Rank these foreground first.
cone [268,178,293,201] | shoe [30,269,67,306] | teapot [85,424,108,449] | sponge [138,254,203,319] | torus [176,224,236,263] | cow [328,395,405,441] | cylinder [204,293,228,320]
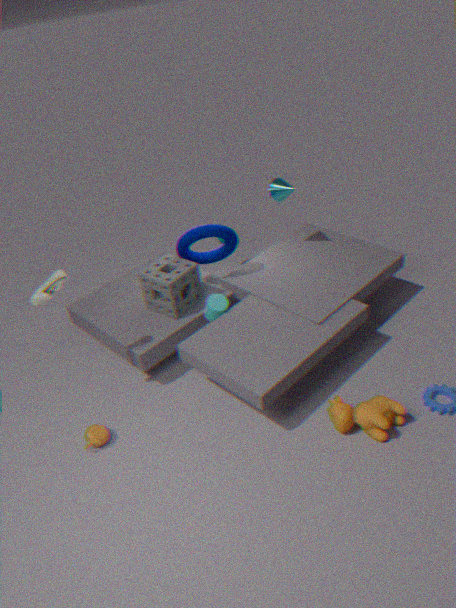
1. cow [328,395,405,441]
2. shoe [30,269,67,306]
3. teapot [85,424,108,449]
4. cylinder [204,293,228,320]
5. sponge [138,254,203,319]
6. torus [176,224,236,263]
7. cone [268,178,293,201]
